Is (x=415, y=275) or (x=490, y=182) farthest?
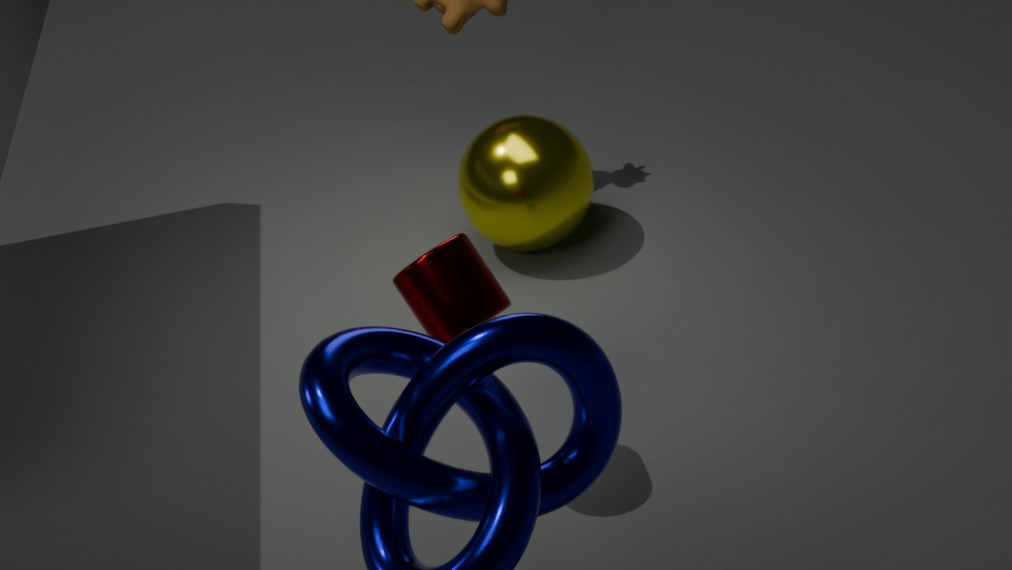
(x=490, y=182)
